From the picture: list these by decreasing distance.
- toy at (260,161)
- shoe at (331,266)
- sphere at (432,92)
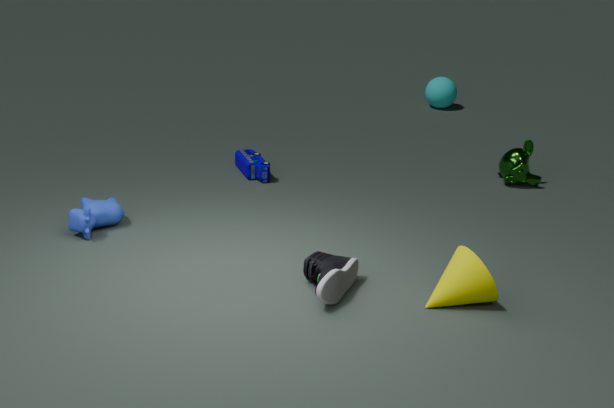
1. sphere at (432,92)
2. toy at (260,161)
3. shoe at (331,266)
